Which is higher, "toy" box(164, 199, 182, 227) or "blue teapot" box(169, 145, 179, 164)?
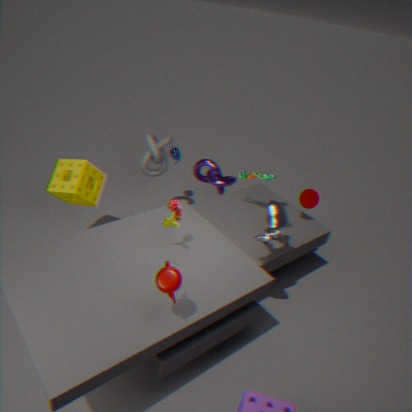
"toy" box(164, 199, 182, 227)
